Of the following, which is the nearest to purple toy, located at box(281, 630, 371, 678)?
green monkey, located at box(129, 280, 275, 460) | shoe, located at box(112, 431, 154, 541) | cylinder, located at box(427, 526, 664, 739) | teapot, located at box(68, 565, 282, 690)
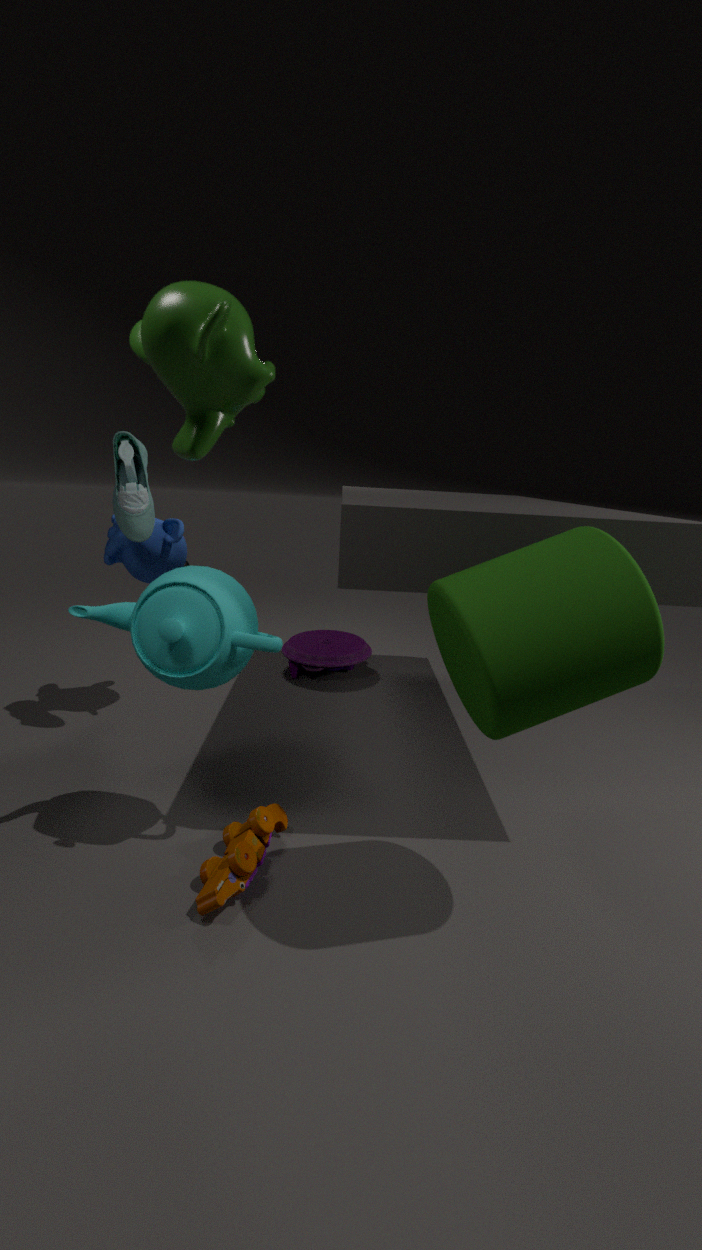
shoe, located at box(112, 431, 154, 541)
